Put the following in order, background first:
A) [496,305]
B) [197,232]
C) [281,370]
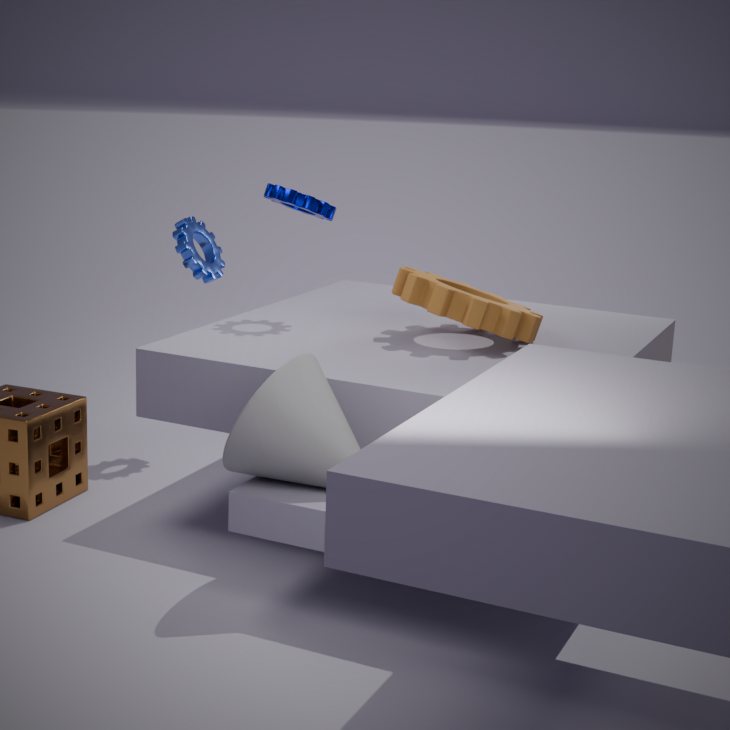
1. [197,232]
2. [496,305]
3. [281,370]
